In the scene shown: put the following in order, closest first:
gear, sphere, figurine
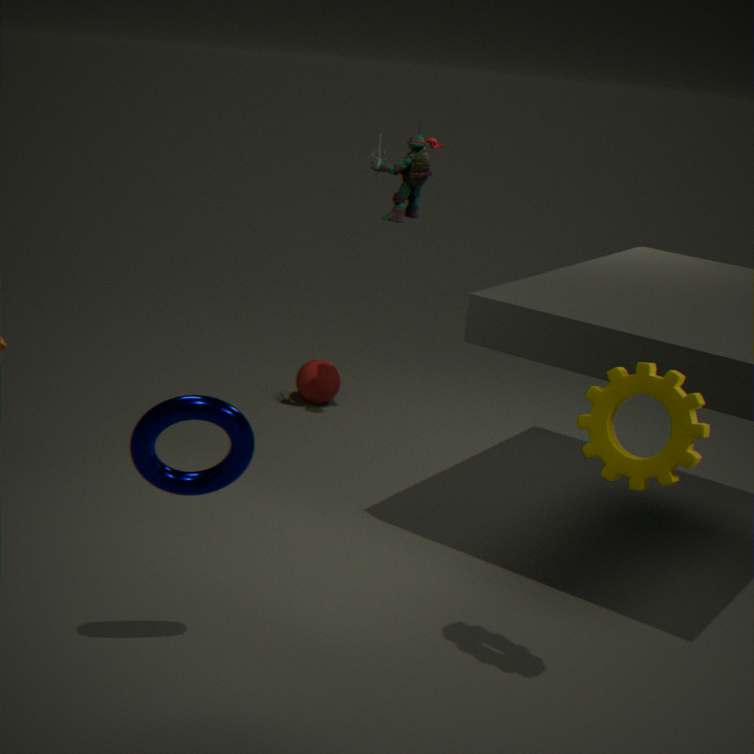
gear < figurine < sphere
